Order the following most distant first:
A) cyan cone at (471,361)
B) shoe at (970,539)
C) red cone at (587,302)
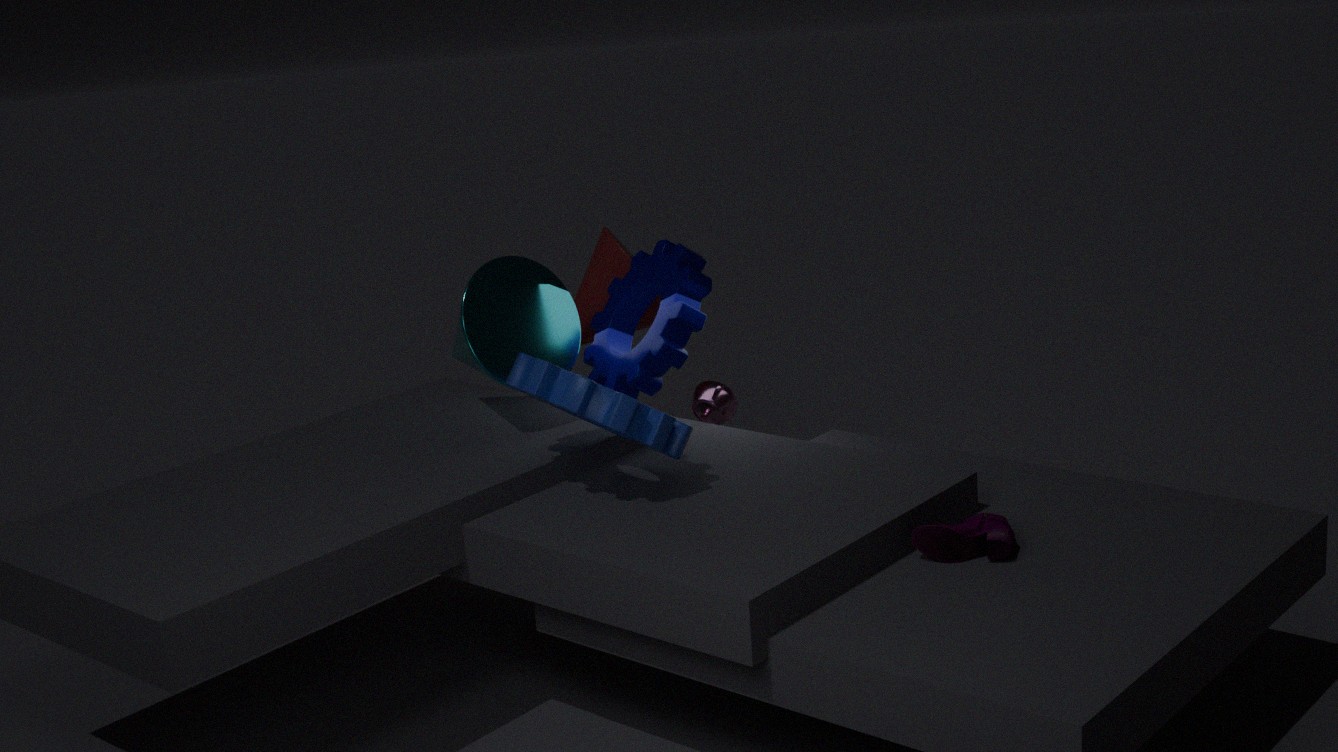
red cone at (587,302)
cyan cone at (471,361)
shoe at (970,539)
